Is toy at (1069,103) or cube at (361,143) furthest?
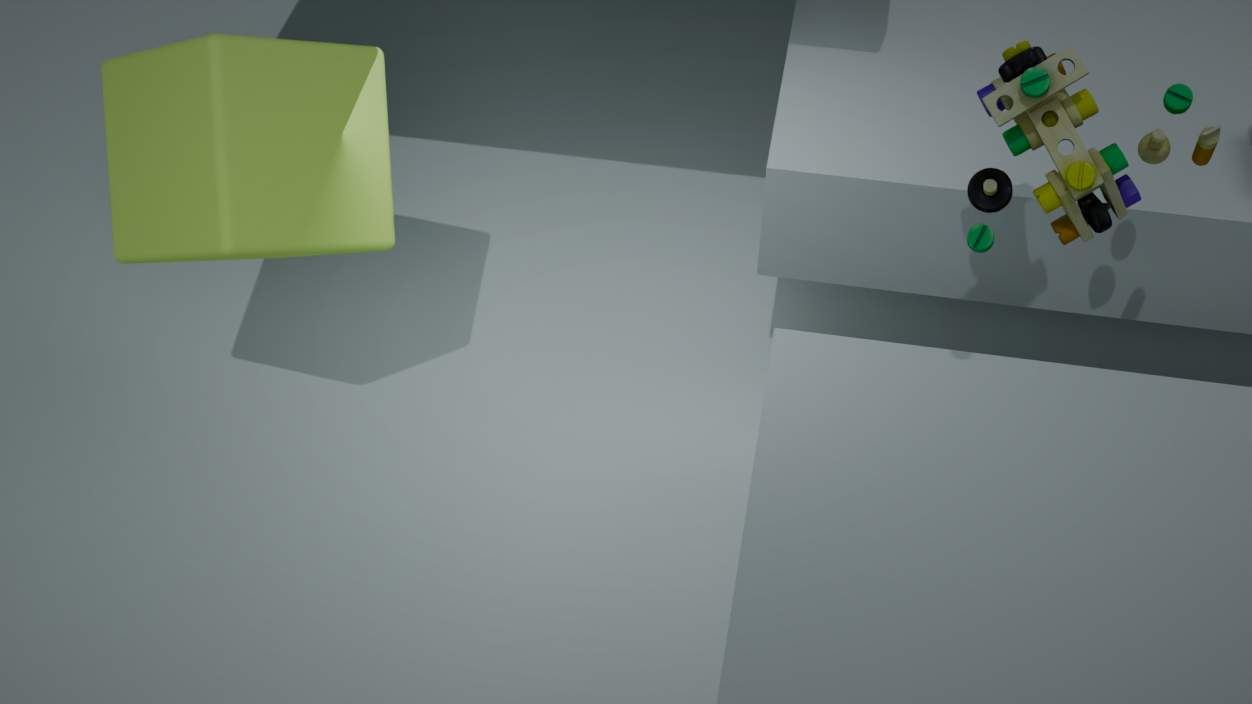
cube at (361,143)
